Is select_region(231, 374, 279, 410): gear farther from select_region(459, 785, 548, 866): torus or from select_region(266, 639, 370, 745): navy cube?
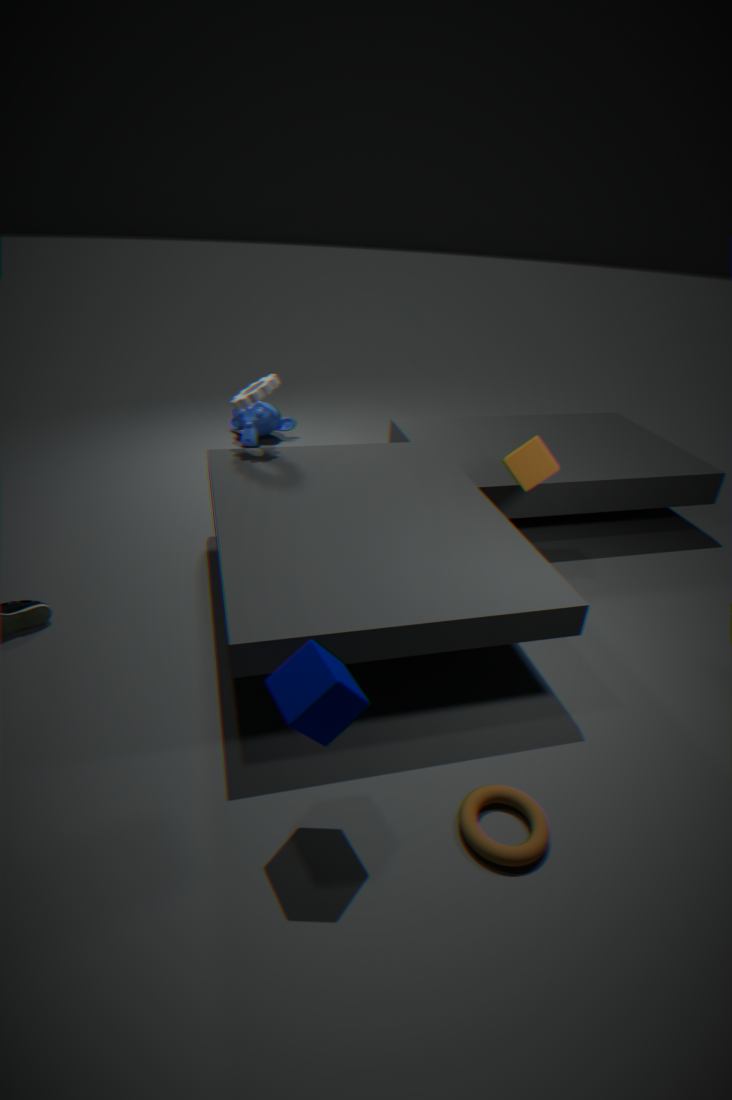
select_region(459, 785, 548, 866): torus
